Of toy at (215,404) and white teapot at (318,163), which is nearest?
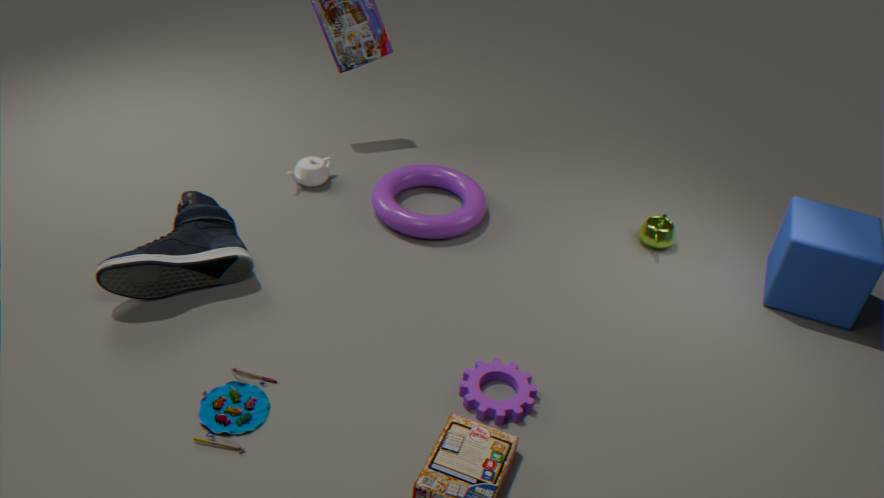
toy at (215,404)
